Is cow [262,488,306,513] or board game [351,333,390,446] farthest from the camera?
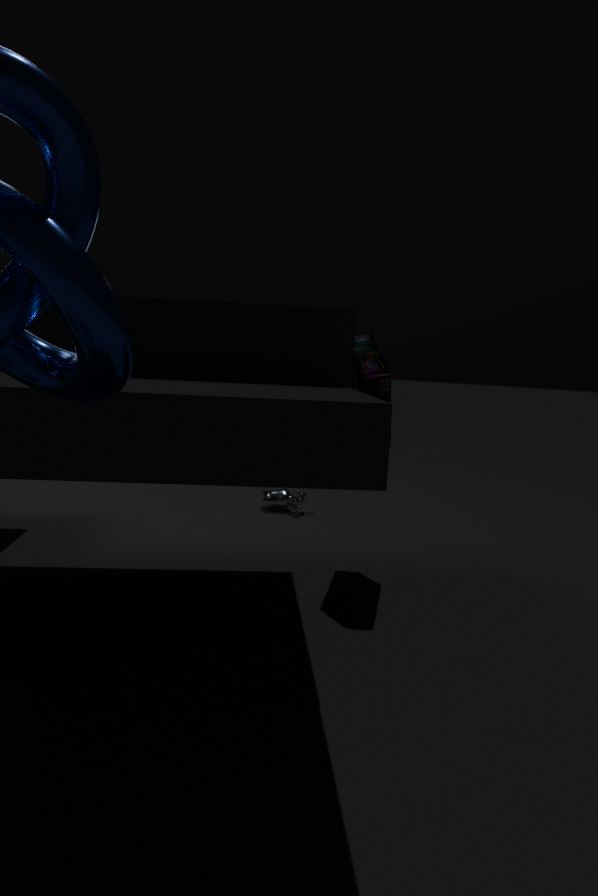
cow [262,488,306,513]
